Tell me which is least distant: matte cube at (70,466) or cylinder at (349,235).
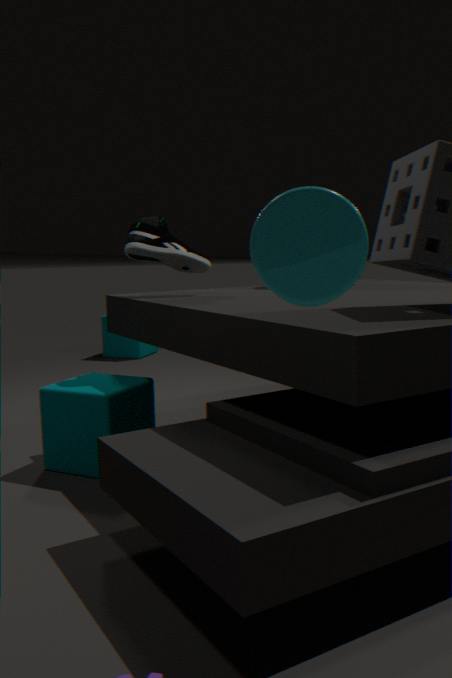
cylinder at (349,235)
